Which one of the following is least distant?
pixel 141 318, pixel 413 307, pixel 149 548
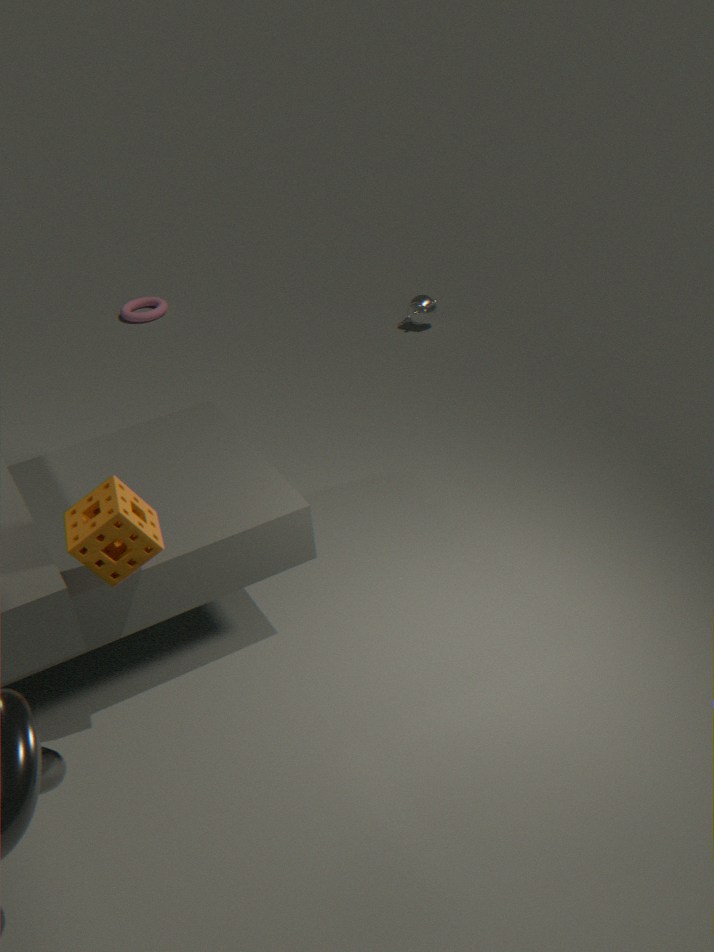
pixel 149 548
